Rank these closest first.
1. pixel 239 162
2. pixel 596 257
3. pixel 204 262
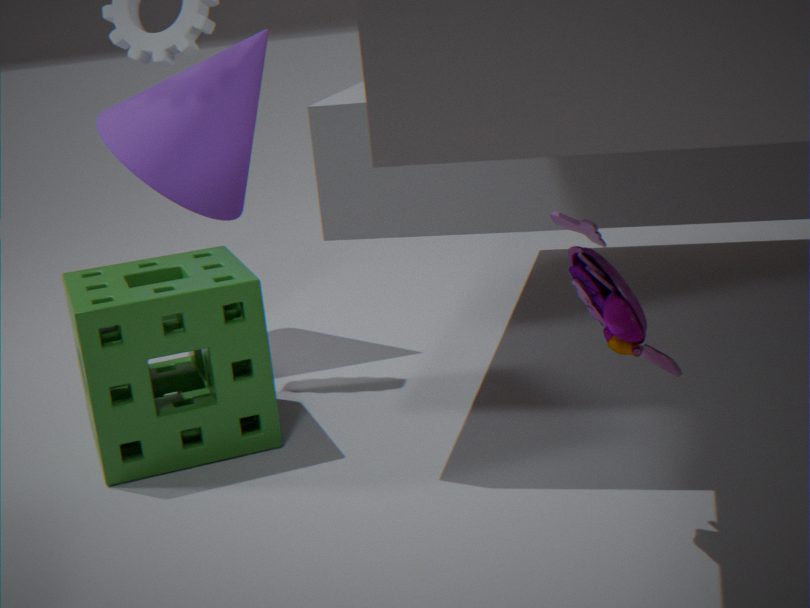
pixel 596 257
pixel 204 262
pixel 239 162
